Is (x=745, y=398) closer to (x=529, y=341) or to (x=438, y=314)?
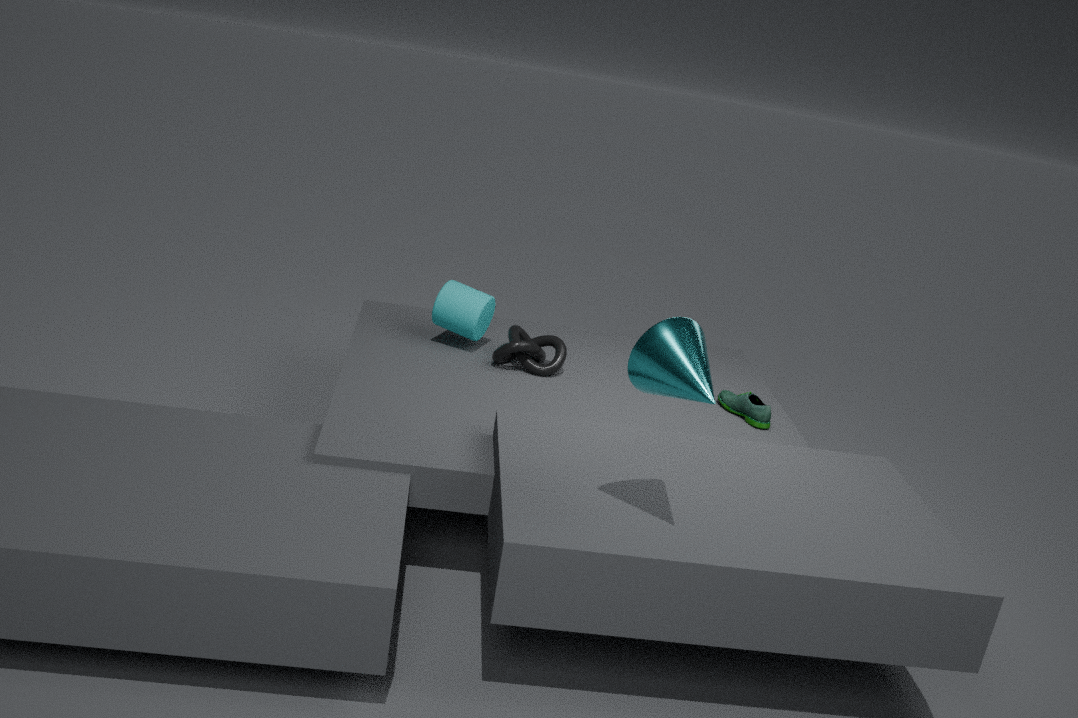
(x=529, y=341)
